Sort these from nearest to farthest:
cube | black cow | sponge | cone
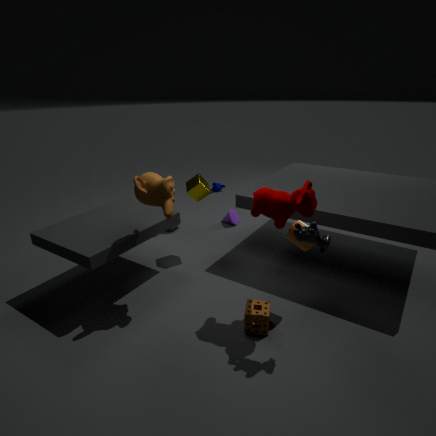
1. black cow
2. sponge
3. cube
4. cone
